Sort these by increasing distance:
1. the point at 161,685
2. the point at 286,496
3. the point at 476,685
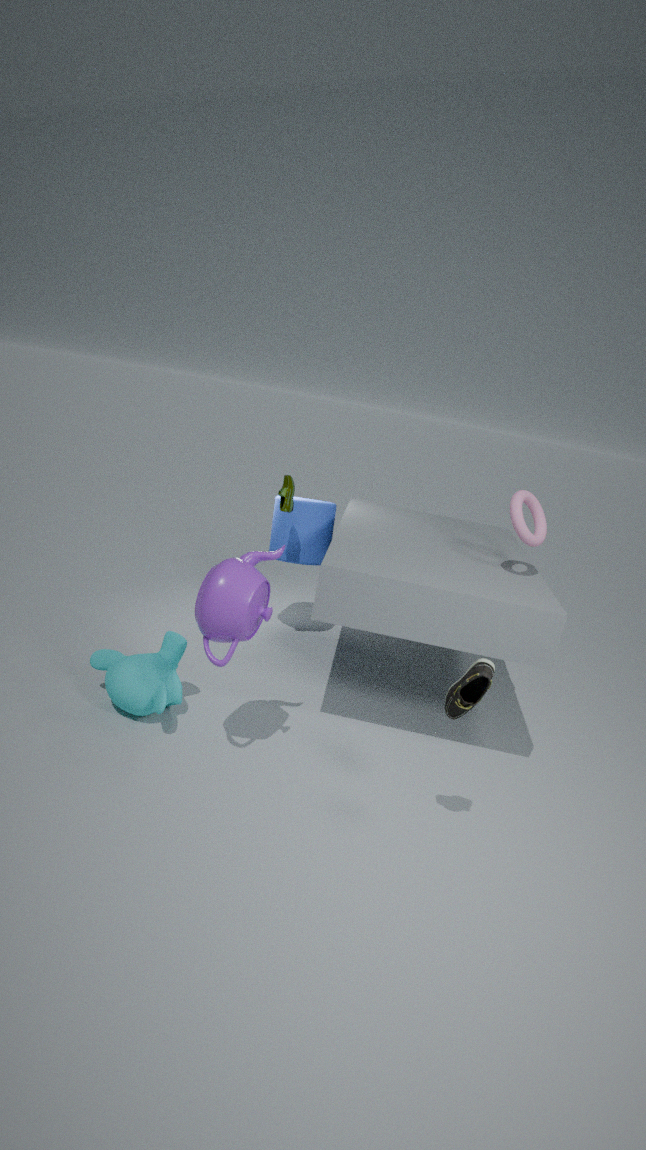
the point at 476,685 → the point at 161,685 → the point at 286,496
